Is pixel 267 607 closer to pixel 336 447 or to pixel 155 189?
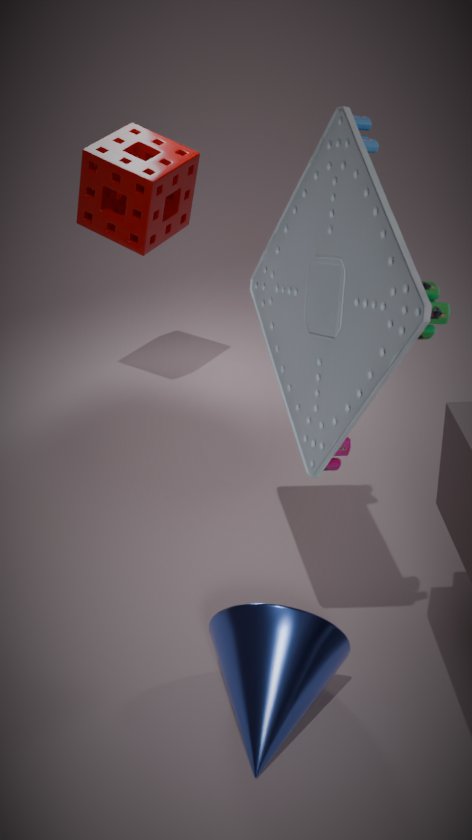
pixel 336 447
